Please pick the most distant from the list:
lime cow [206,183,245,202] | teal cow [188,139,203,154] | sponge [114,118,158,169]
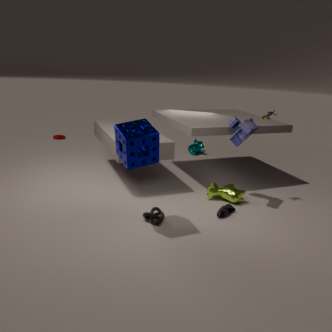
teal cow [188,139,203,154]
